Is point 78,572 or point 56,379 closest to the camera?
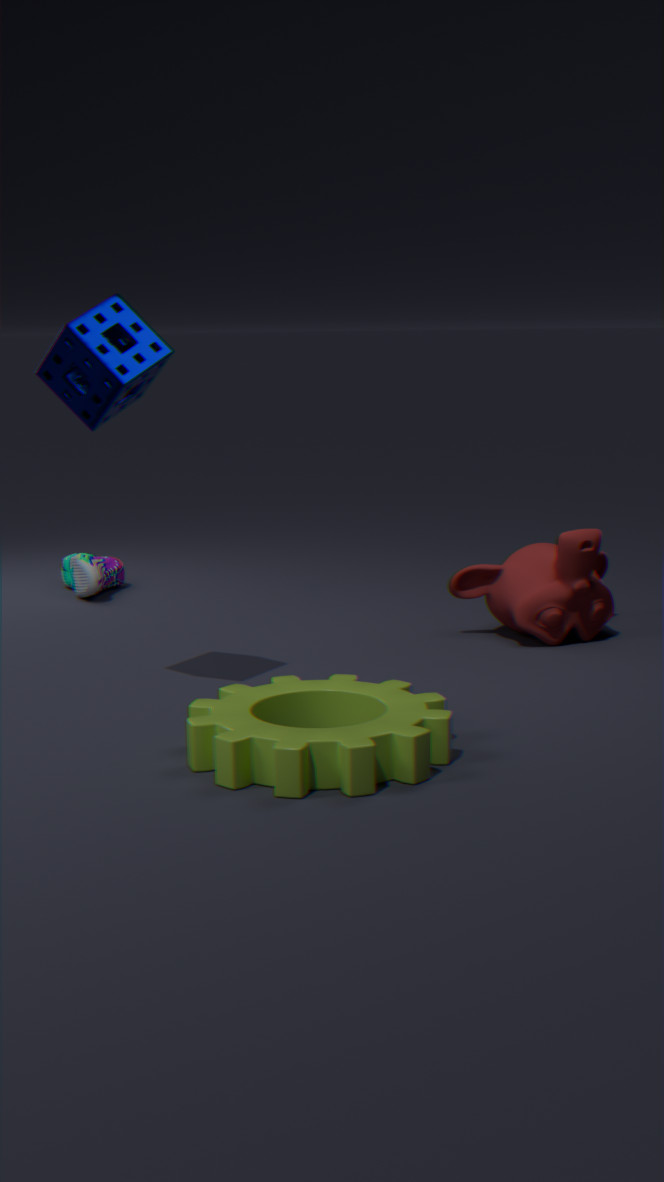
point 56,379
